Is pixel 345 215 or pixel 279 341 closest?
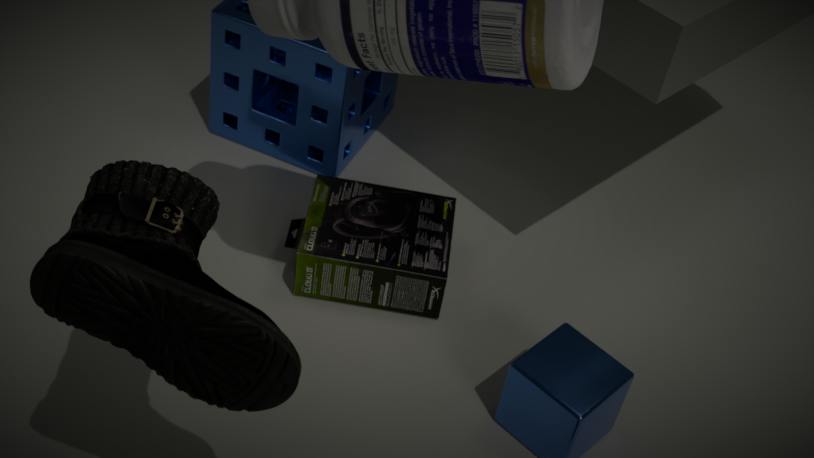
pixel 279 341
